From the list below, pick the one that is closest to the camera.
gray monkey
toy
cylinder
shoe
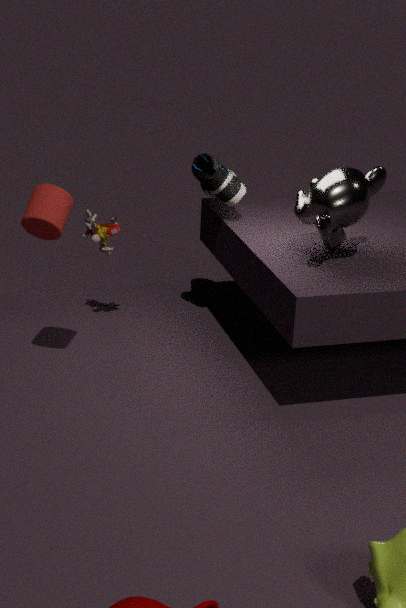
cylinder
